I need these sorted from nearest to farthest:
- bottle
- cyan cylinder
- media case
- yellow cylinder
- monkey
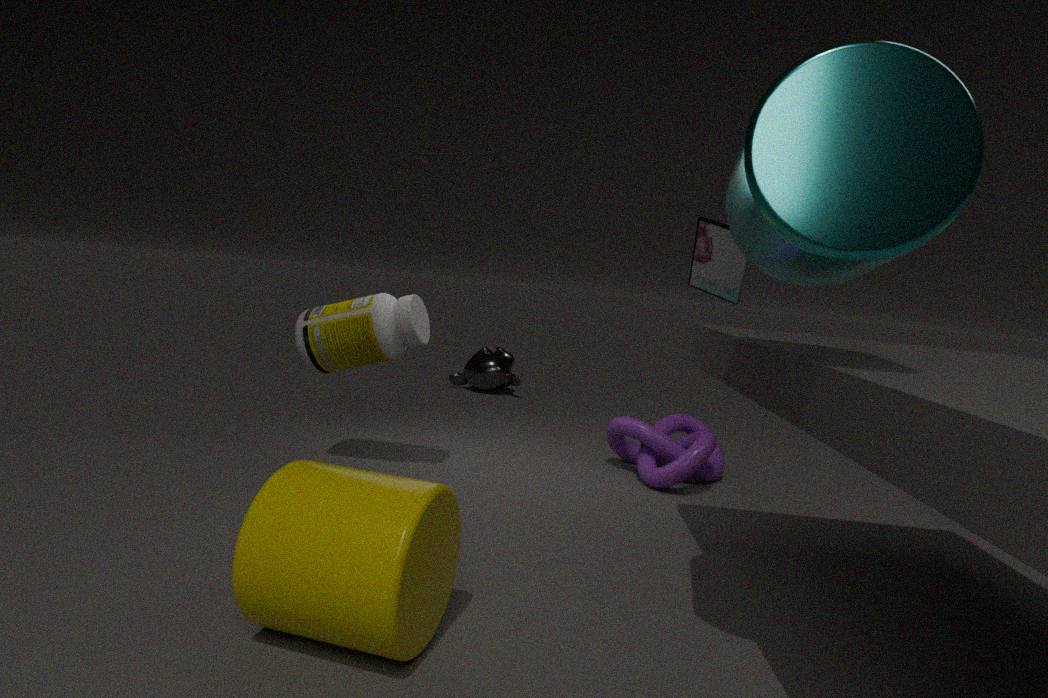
1. cyan cylinder
2. yellow cylinder
3. bottle
4. media case
5. monkey
